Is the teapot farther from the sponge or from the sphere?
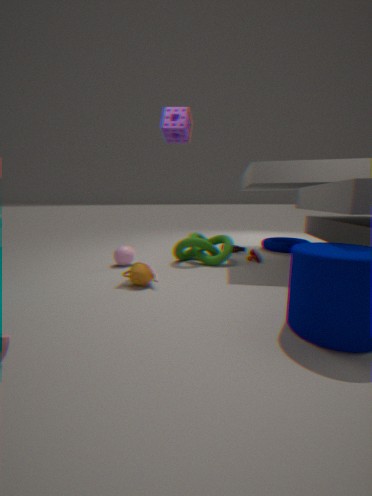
the sponge
